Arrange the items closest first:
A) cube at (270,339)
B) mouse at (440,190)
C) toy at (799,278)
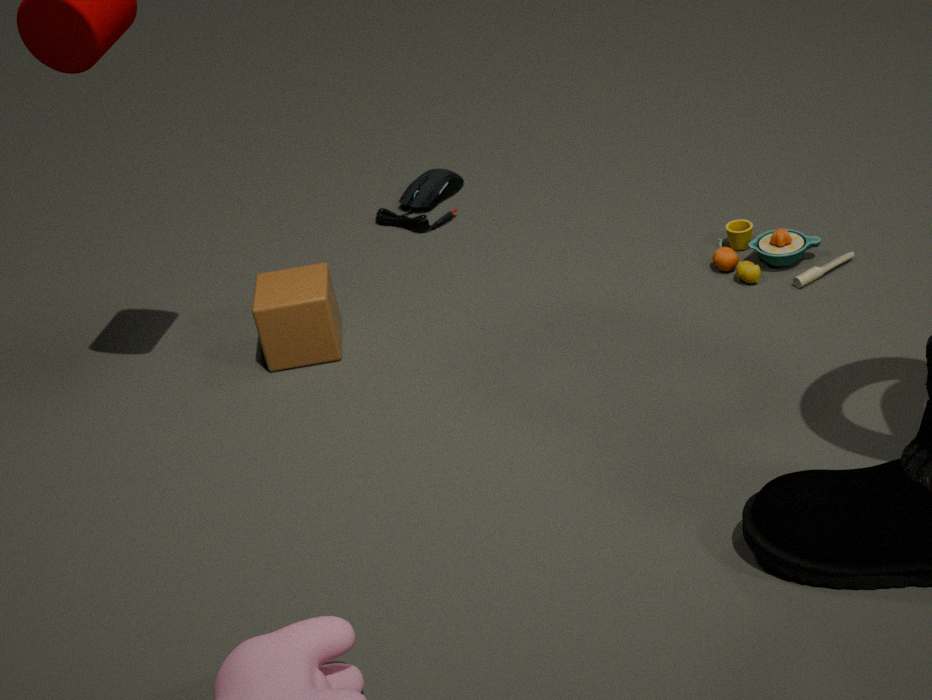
cube at (270,339)
toy at (799,278)
mouse at (440,190)
